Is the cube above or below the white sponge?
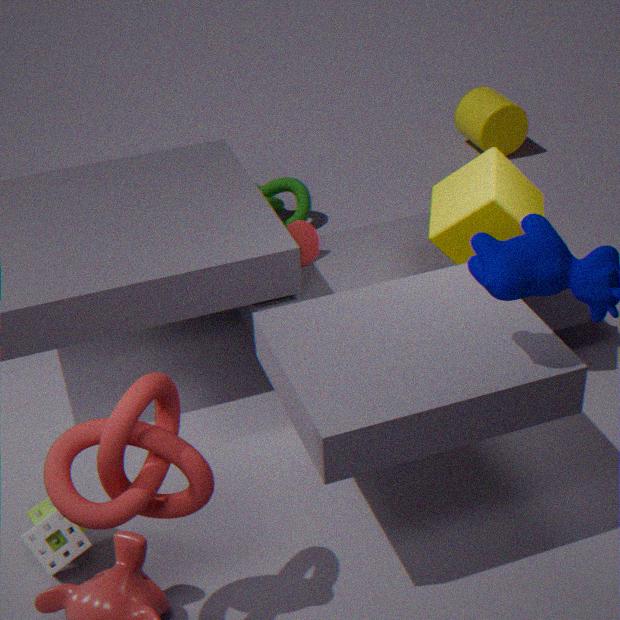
above
